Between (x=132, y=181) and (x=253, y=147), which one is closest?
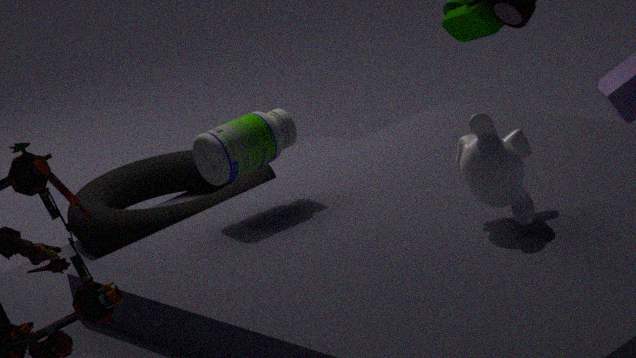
(x=253, y=147)
